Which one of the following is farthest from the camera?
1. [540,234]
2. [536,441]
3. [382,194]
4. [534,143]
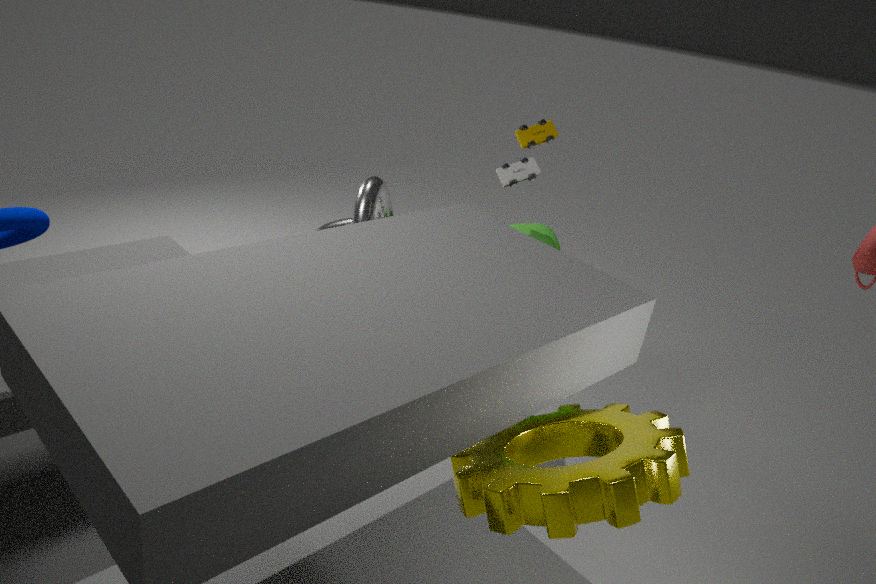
[382,194]
